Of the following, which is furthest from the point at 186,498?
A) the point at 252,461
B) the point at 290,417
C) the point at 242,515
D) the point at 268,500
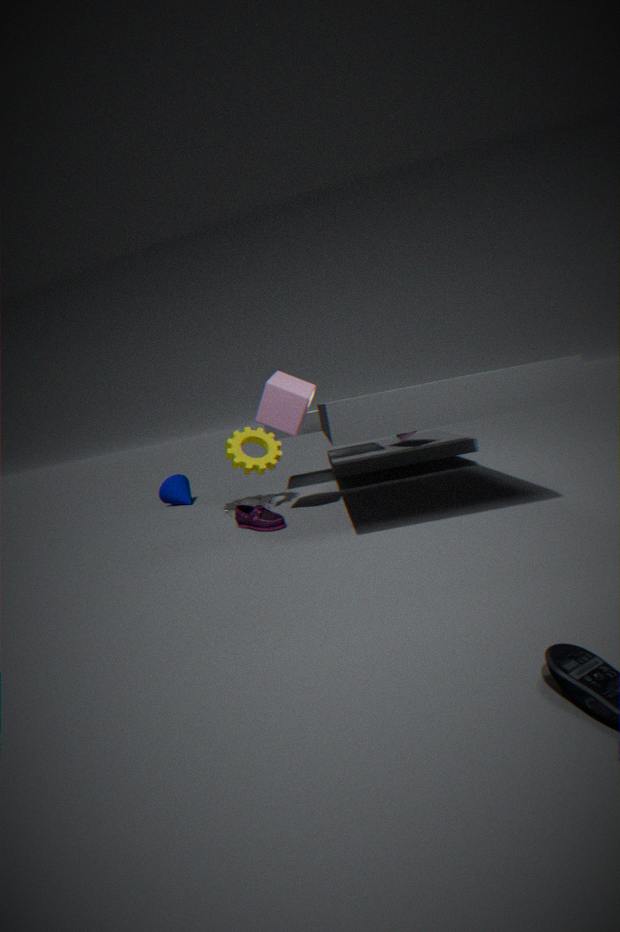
the point at 290,417
